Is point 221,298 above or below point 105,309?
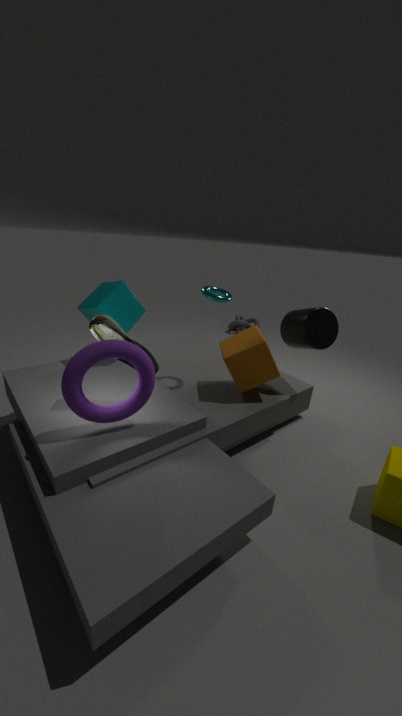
above
